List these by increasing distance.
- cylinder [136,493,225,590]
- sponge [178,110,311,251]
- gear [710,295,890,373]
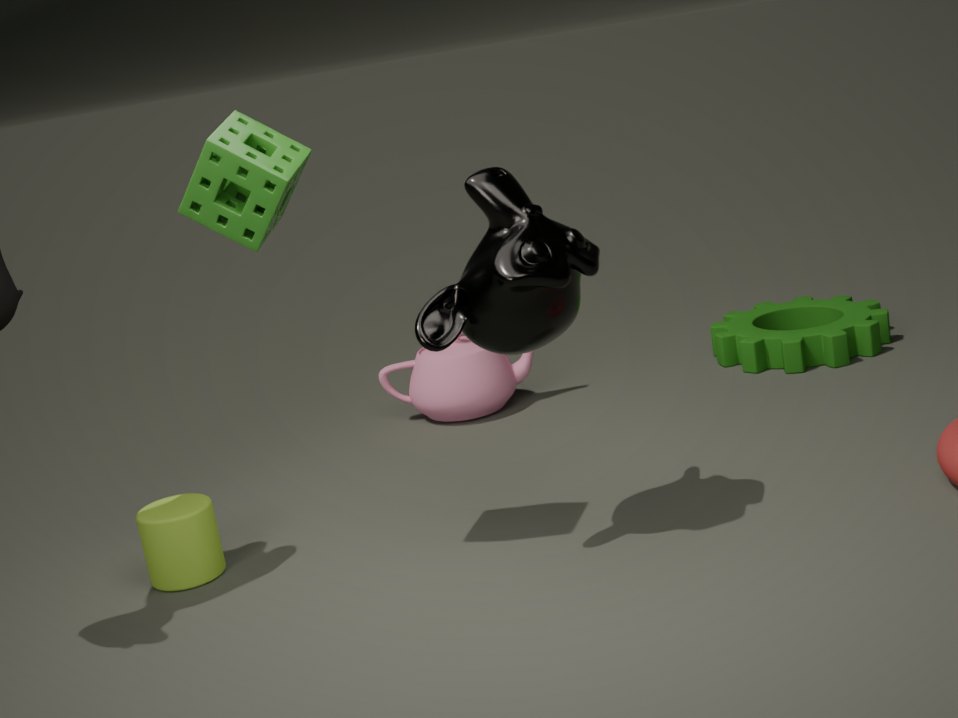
1. sponge [178,110,311,251]
2. cylinder [136,493,225,590]
3. gear [710,295,890,373]
